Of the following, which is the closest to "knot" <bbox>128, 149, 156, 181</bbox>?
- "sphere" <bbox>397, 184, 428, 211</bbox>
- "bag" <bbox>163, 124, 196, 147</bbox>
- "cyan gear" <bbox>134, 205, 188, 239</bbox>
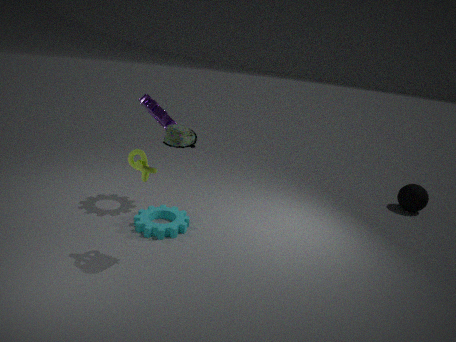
"bag" <bbox>163, 124, 196, 147</bbox>
